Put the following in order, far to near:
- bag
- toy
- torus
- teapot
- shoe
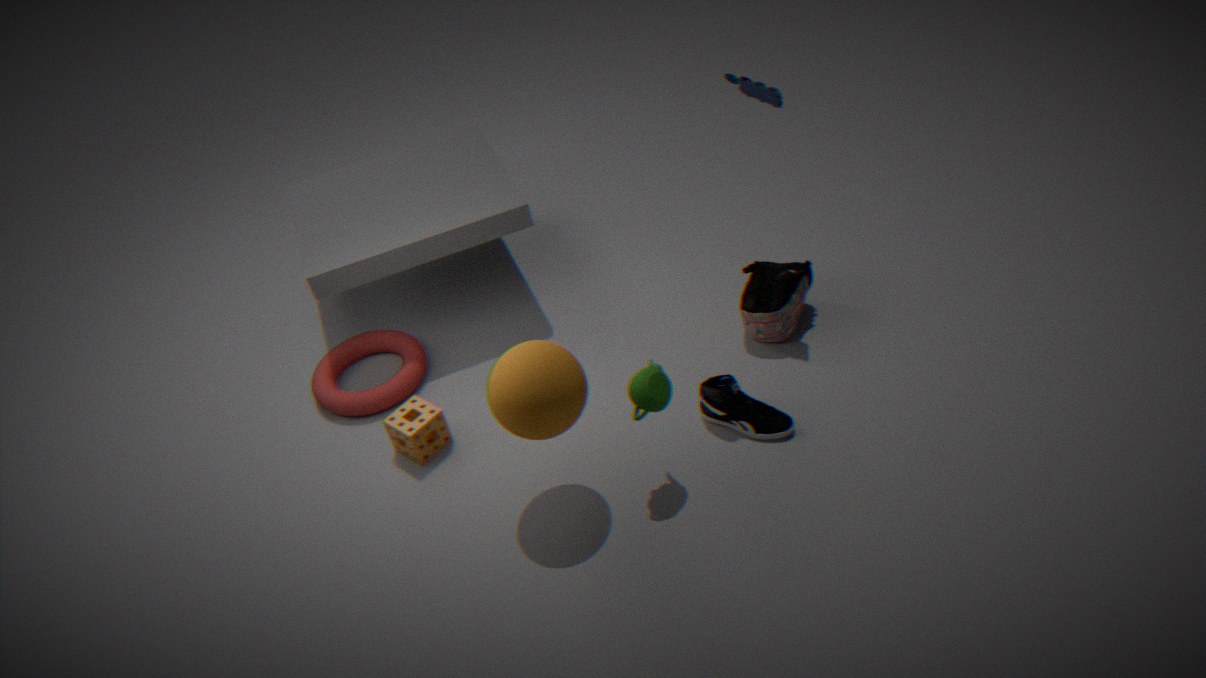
torus
bag
toy
shoe
teapot
